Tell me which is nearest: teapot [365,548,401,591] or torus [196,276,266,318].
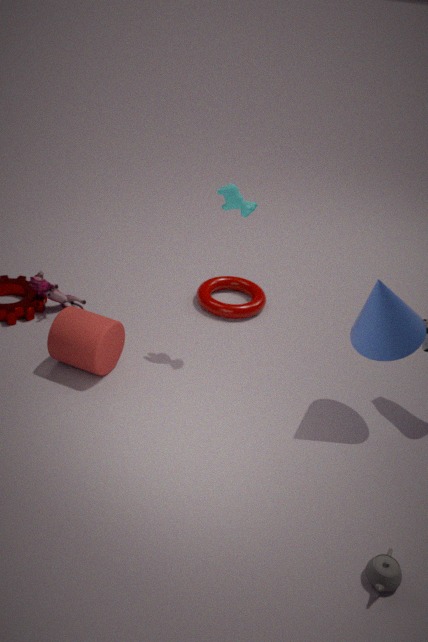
teapot [365,548,401,591]
